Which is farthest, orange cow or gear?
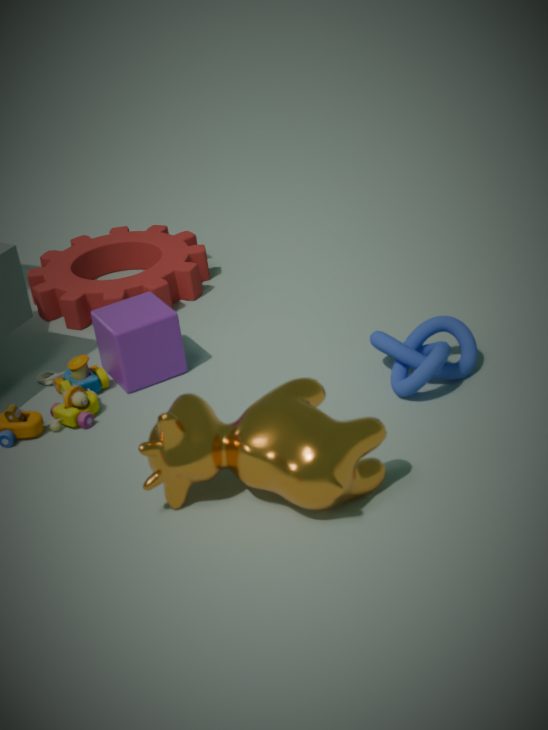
gear
